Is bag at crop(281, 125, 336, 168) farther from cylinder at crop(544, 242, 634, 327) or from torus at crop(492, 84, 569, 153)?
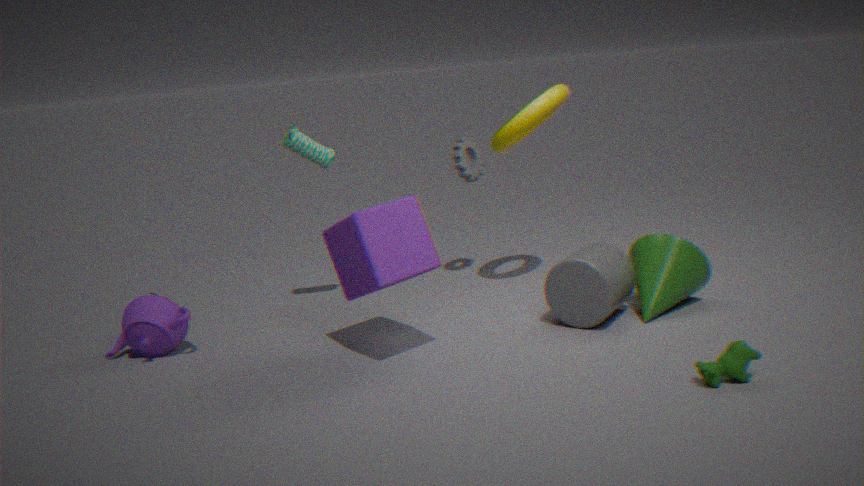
cylinder at crop(544, 242, 634, 327)
